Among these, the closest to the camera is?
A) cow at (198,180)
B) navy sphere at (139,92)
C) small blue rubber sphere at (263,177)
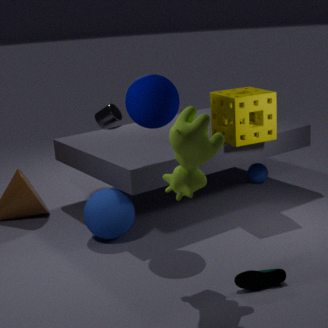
A. cow at (198,180)
